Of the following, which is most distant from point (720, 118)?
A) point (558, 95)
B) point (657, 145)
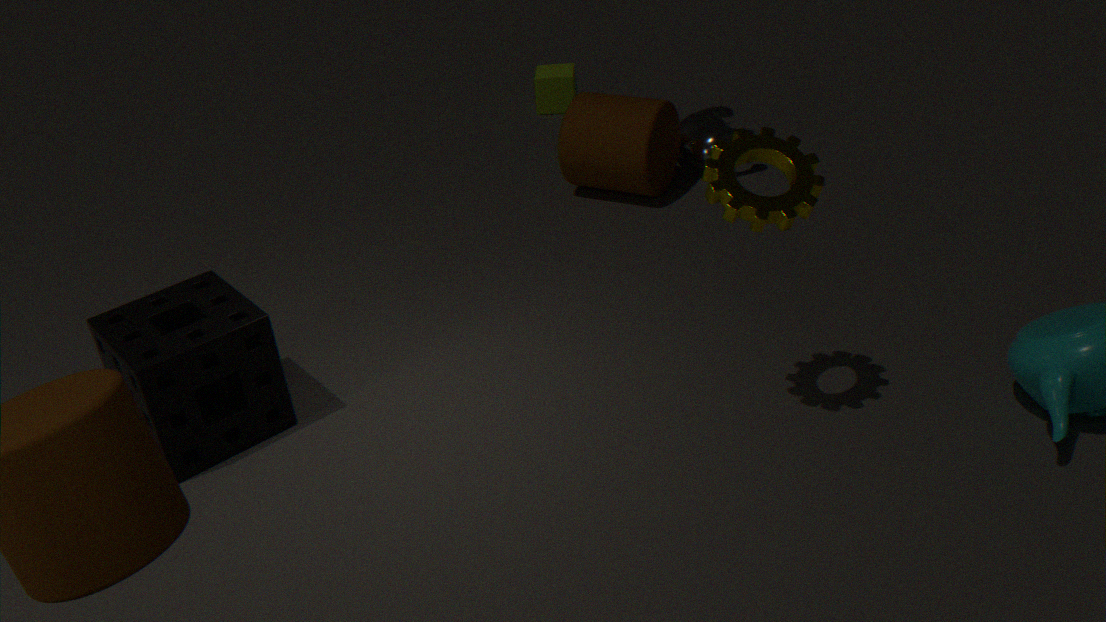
point (558, 95)
